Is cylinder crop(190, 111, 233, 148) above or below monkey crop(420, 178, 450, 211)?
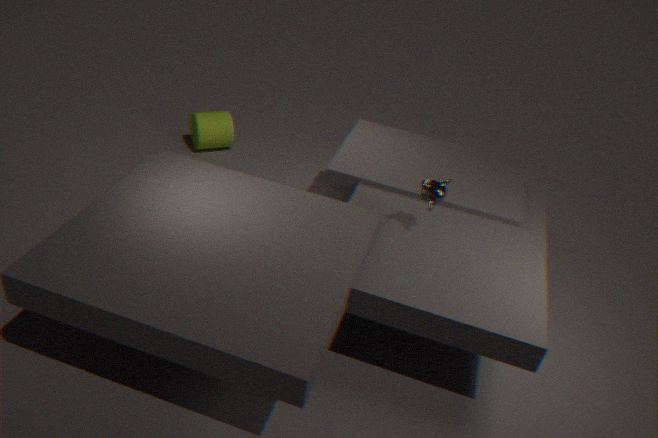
below
